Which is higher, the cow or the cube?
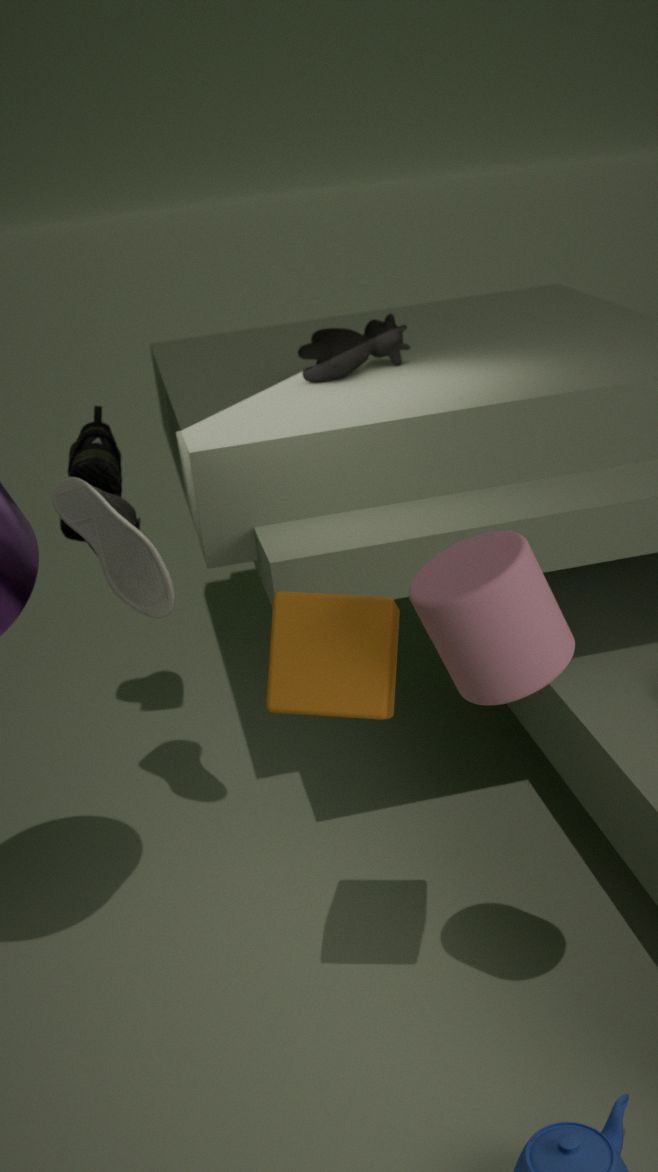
the cow
